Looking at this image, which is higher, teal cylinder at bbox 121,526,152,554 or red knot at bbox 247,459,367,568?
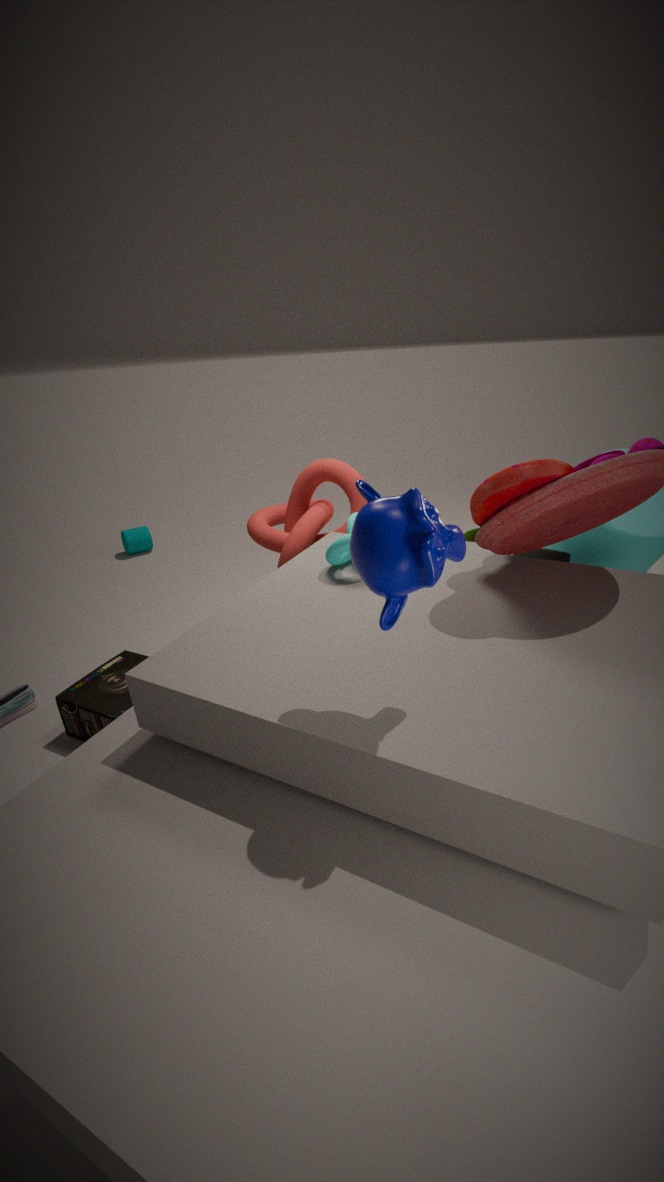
red knot at bbox 247,459,367,568
